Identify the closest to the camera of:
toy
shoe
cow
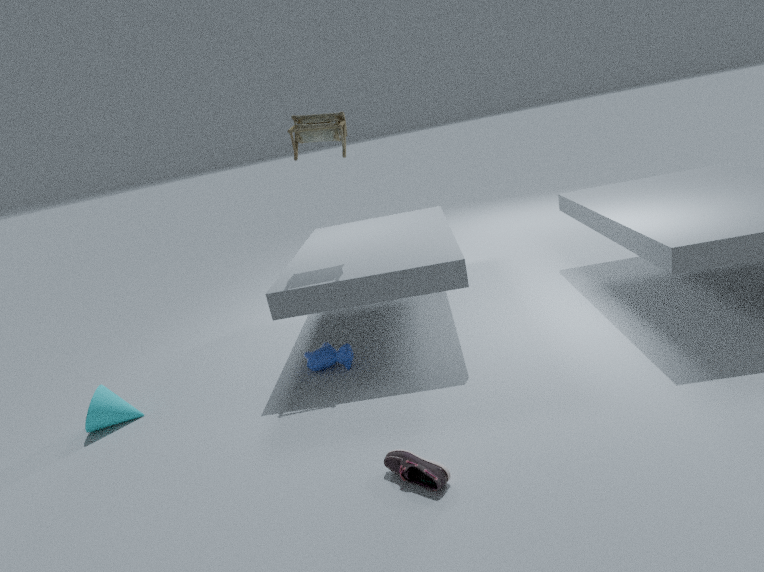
shoe
